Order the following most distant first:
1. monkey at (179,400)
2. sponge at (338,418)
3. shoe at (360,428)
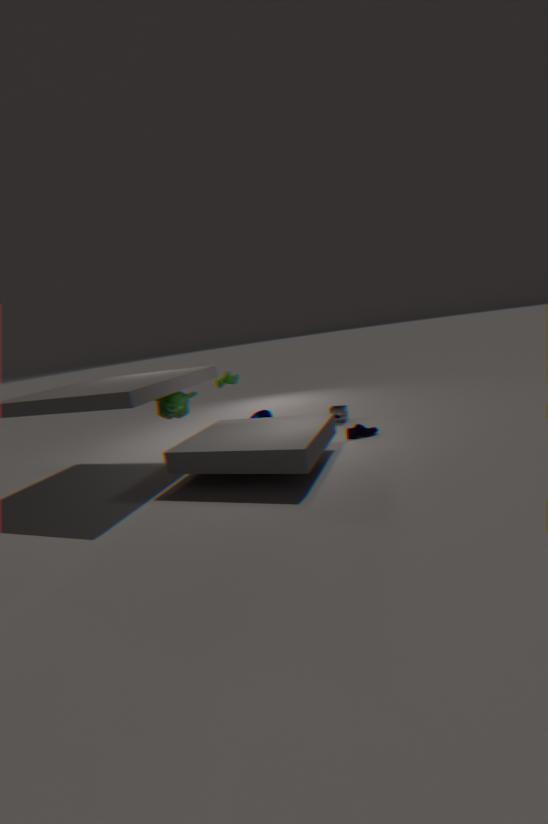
1. sponge at (338,418)
2. shoe at (360,428)
3. monkey at (179,400)
